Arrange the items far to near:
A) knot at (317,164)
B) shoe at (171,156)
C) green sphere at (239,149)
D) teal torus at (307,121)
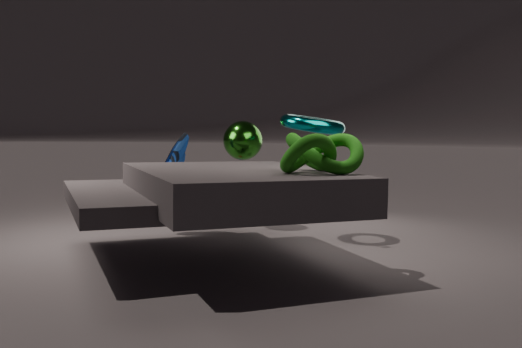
1. green sphere at (239,149)
2. shoe at (171,156)
3. teal torus at (307,121)
4. knot at (317,164)
